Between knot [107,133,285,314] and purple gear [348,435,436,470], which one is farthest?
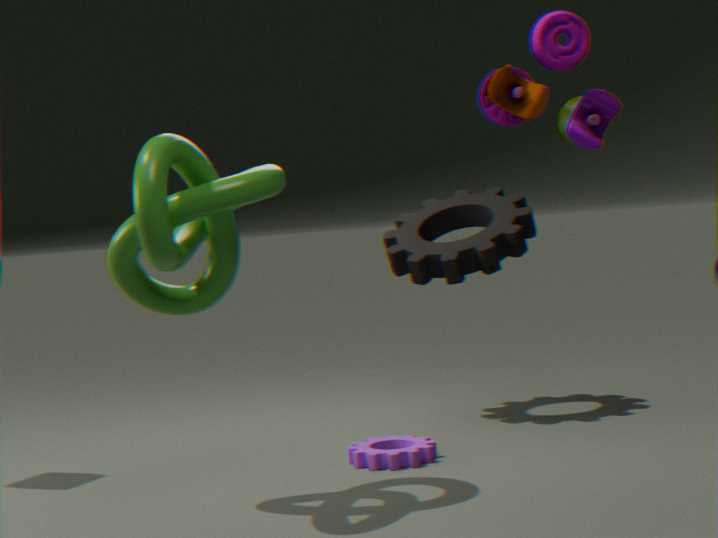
purple gear [348,435,436,470]
